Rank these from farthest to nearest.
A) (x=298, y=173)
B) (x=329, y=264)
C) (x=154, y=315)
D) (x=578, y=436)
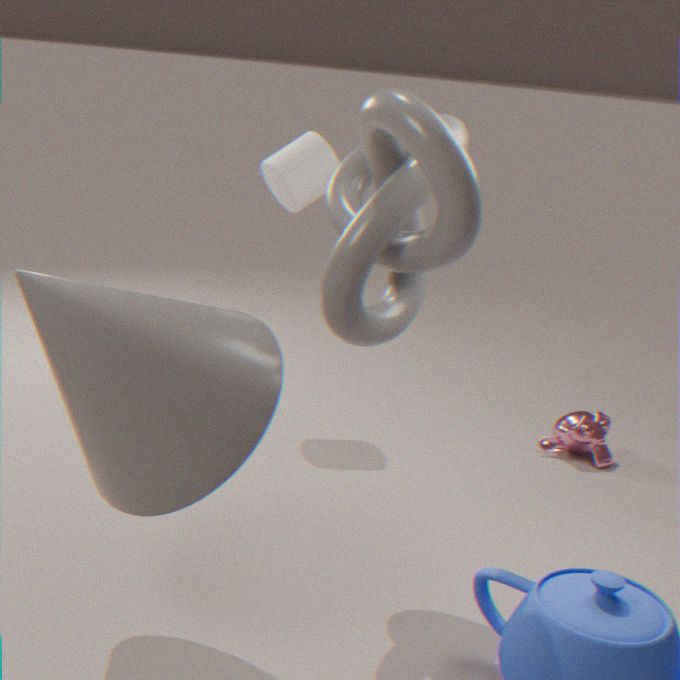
(x=578, y=436) → (x=298, y=173) → (x=329, y=264) → (x=154, y=315)
